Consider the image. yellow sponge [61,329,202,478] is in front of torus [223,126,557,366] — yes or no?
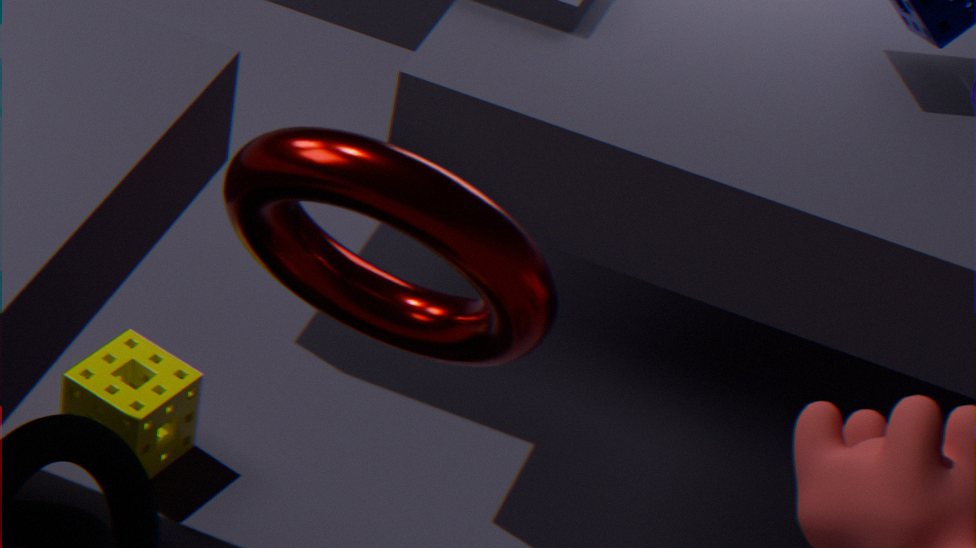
No
